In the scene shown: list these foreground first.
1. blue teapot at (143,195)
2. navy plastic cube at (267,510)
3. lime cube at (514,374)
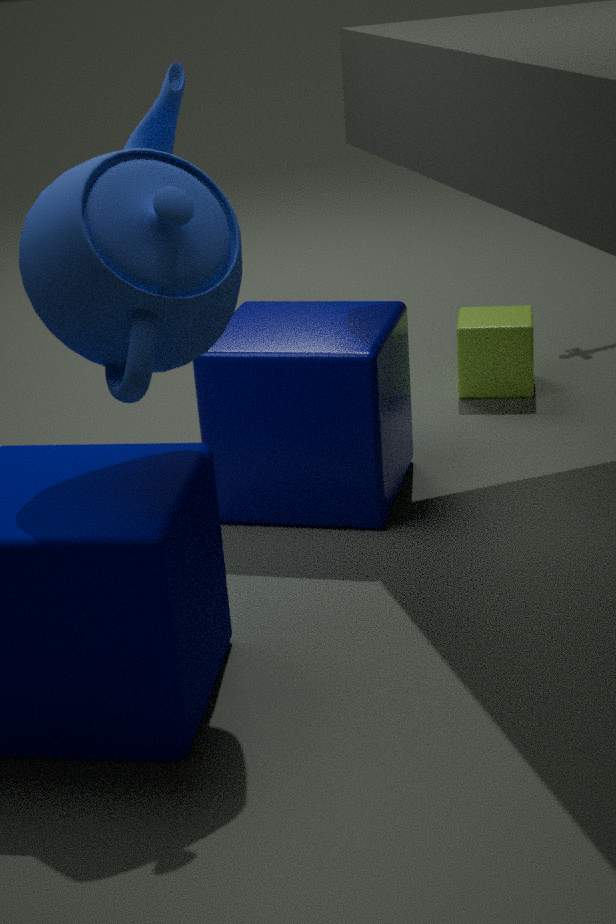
blue teapot at (143,195) < navy plastic cube at (267,510) < lime cube at (514,374)
